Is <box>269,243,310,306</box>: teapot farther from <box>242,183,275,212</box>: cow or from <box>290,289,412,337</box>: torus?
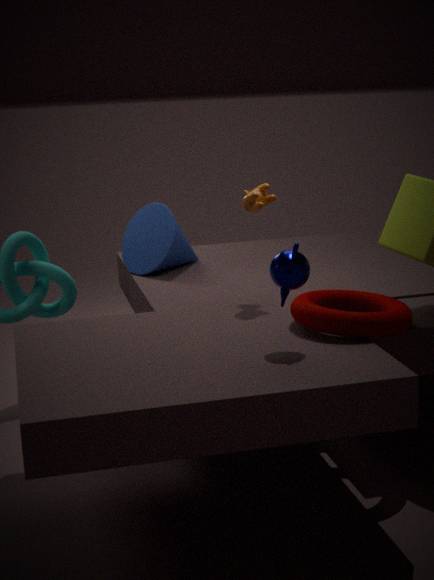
<box>242,183,275,212</box>: cow
